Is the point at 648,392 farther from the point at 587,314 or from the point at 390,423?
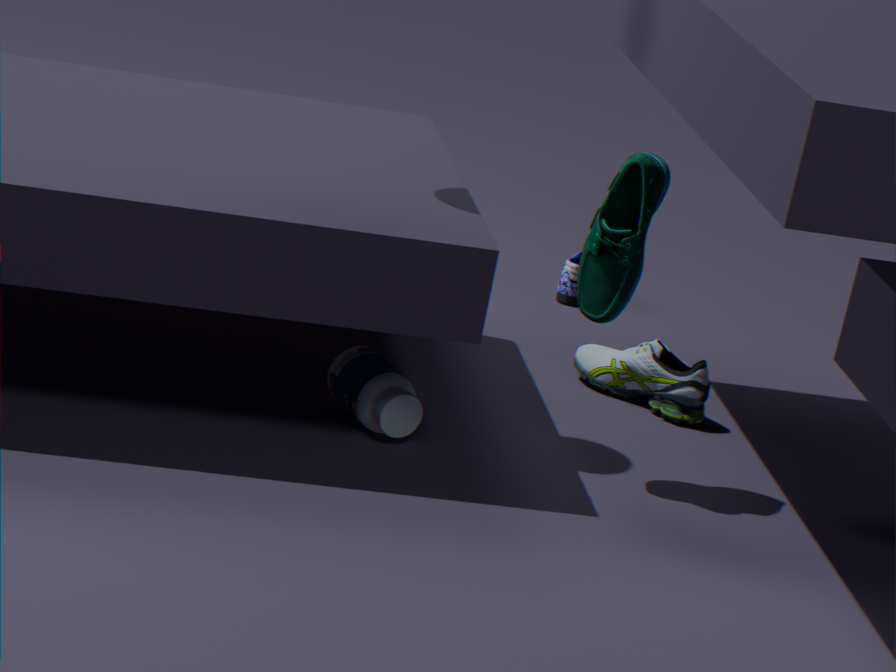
the point at 390,423
